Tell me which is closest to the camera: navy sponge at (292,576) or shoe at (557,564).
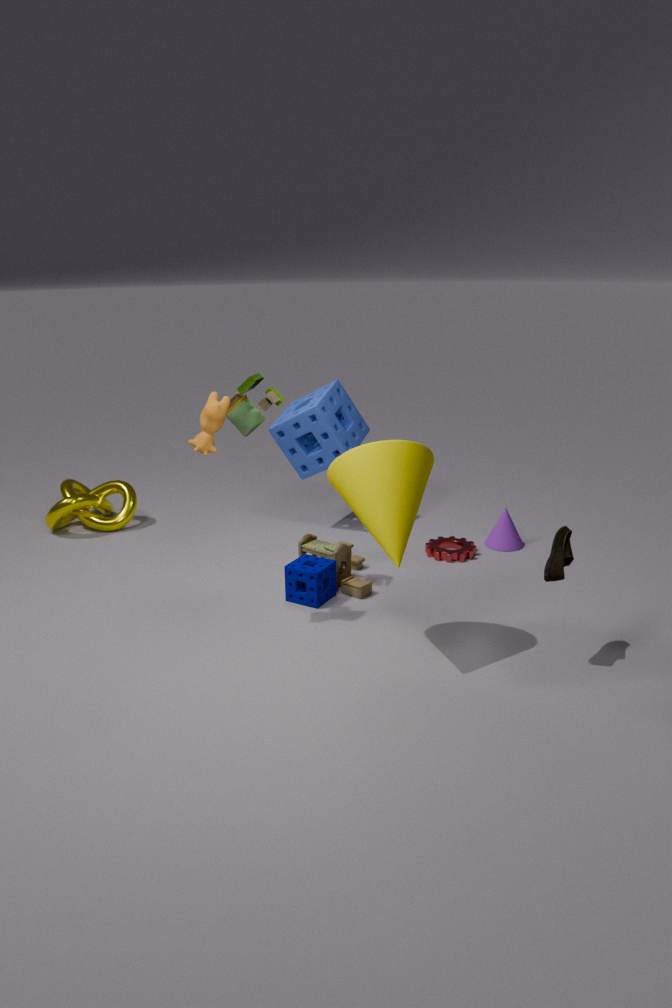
shoe at (557,564)
